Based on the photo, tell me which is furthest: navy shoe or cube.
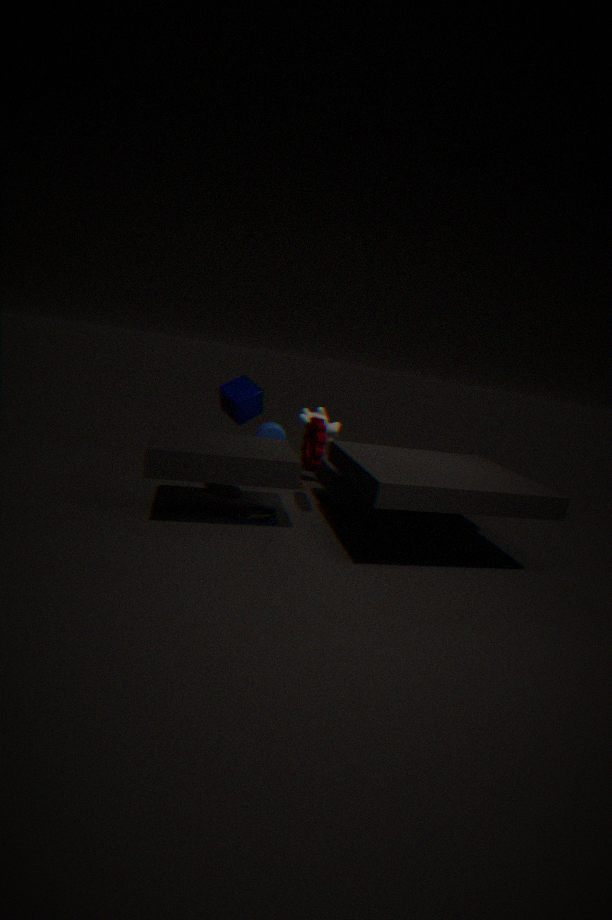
cube
